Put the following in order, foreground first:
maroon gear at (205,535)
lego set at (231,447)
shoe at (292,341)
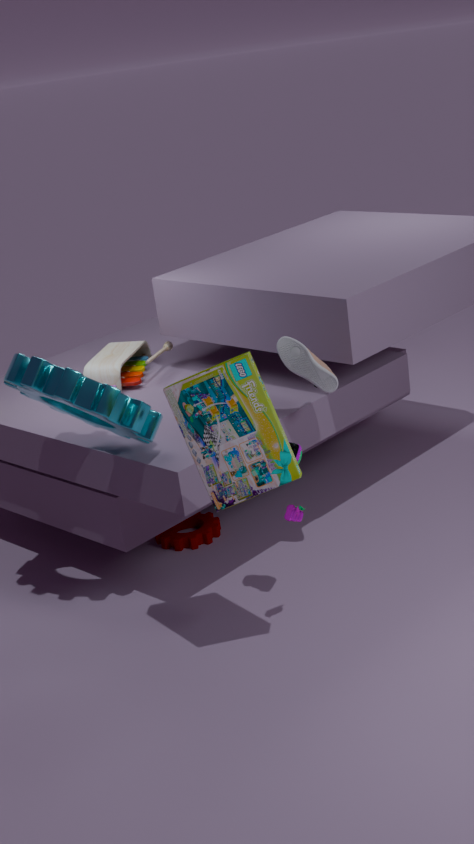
lego set at (231,447) → shoe at (292,341) → maroon gear at (205,535)
